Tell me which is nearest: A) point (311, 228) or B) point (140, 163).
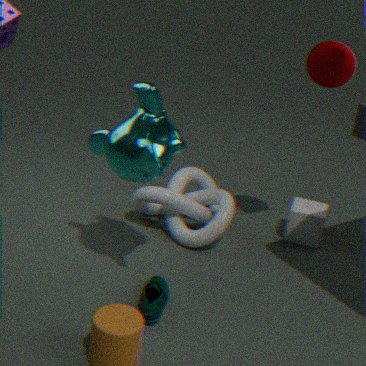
B. point (140, 163)
